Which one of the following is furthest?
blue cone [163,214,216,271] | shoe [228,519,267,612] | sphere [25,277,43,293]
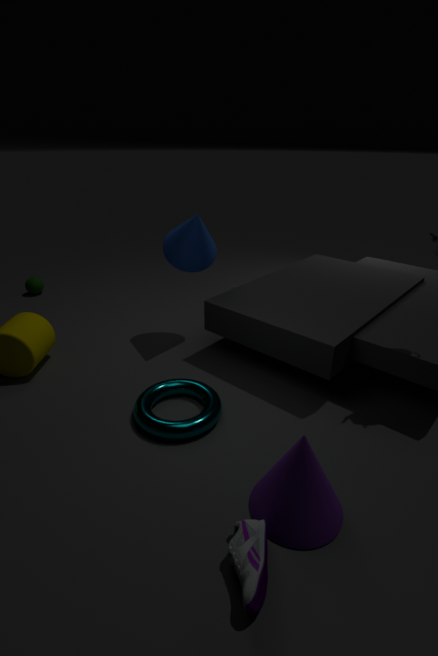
Result: sphere [25,277,43,293]
